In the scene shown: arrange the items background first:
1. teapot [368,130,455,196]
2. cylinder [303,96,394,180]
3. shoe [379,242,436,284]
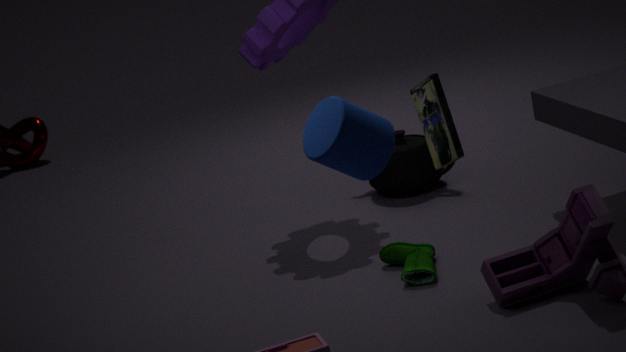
1. teapot [368,130,455,196]
2. shoe [379,242,436,284]
3. cylinder [303,96,394,180]
